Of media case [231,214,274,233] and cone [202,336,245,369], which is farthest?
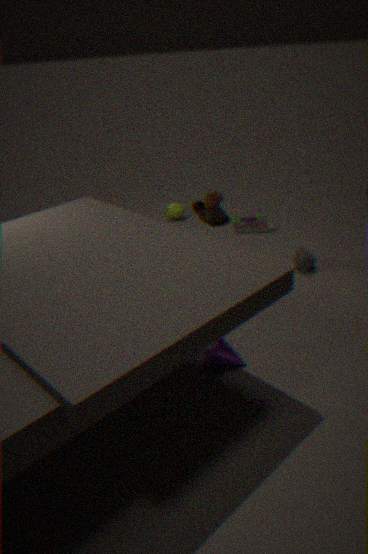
media case [231,214,274,233]
